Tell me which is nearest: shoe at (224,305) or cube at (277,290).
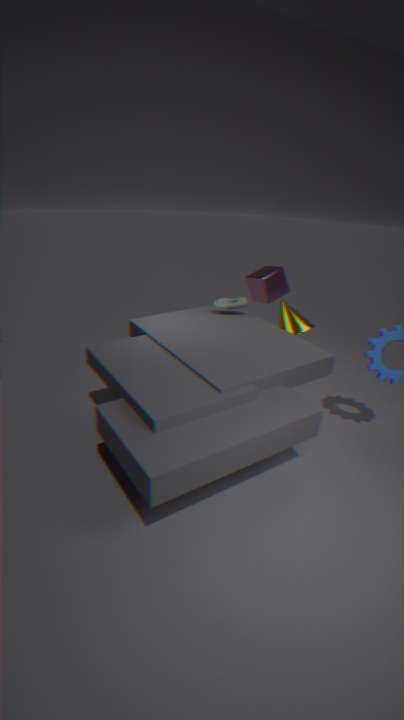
shoe at (224,305)
